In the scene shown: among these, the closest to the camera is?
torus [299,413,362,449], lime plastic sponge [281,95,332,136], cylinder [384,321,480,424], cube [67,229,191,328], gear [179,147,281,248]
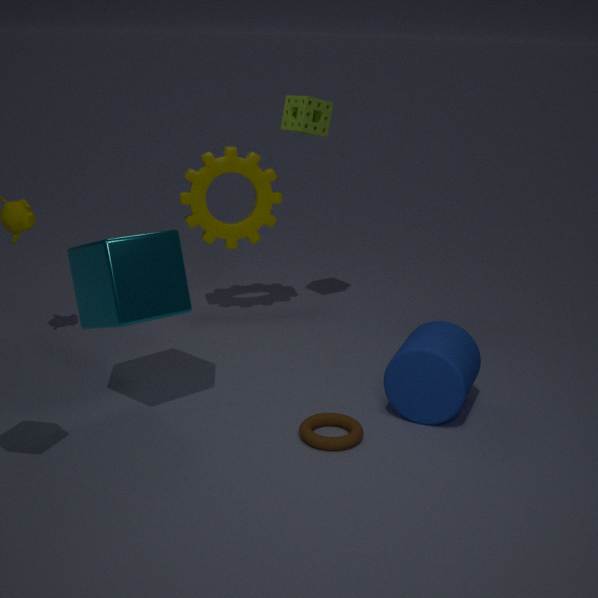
cube [67,229,191,328]
